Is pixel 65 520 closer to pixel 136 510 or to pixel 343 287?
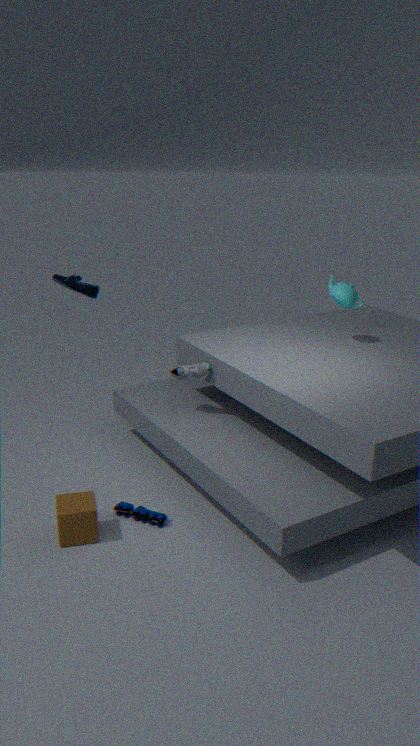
pixel 136 510
